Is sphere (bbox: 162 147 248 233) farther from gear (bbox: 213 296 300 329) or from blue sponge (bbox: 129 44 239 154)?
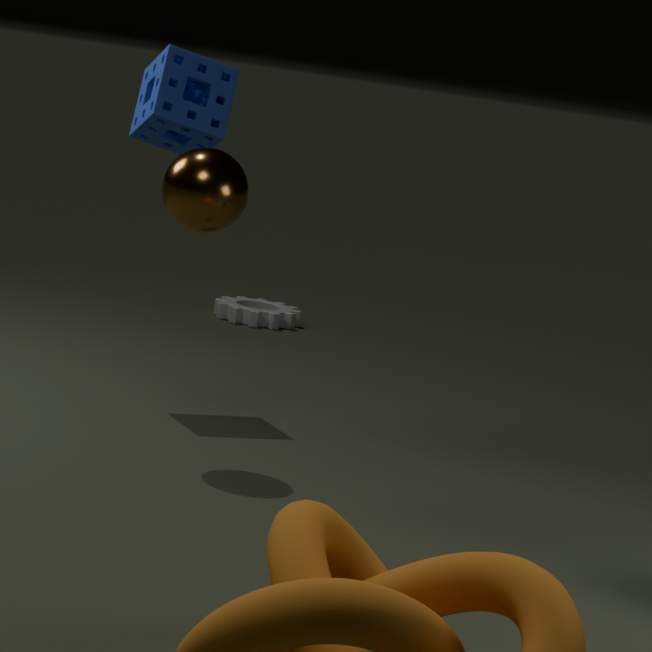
gear (bbox: 213 296 300 329)
